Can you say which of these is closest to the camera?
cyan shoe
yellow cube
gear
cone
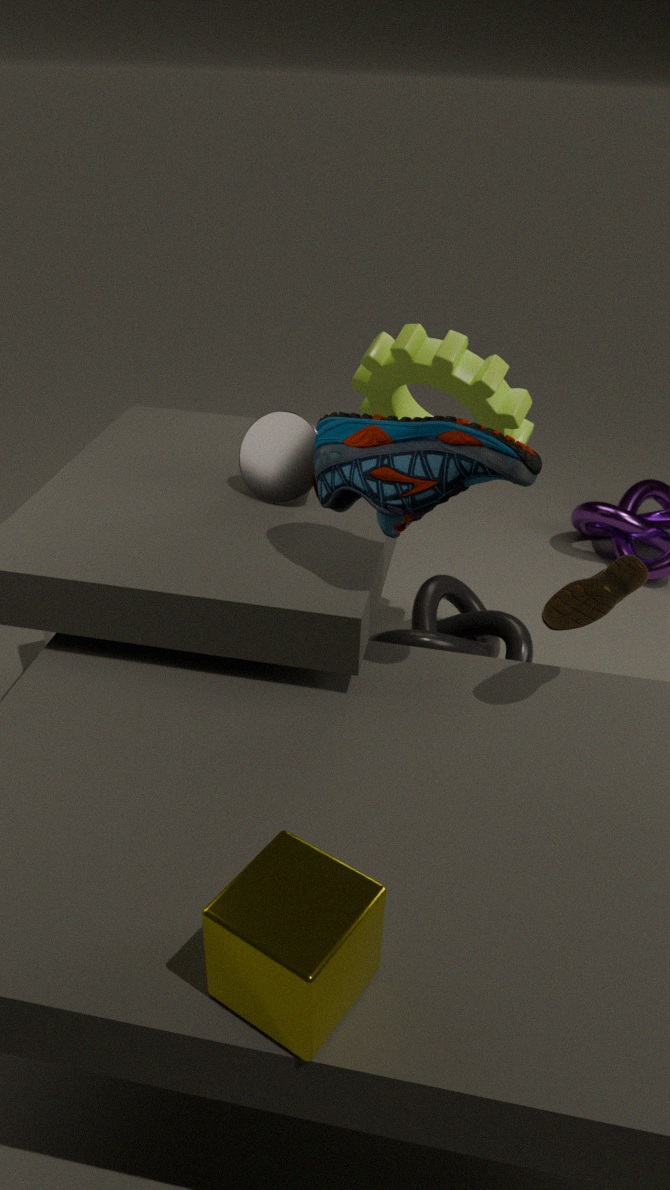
yellow cube
